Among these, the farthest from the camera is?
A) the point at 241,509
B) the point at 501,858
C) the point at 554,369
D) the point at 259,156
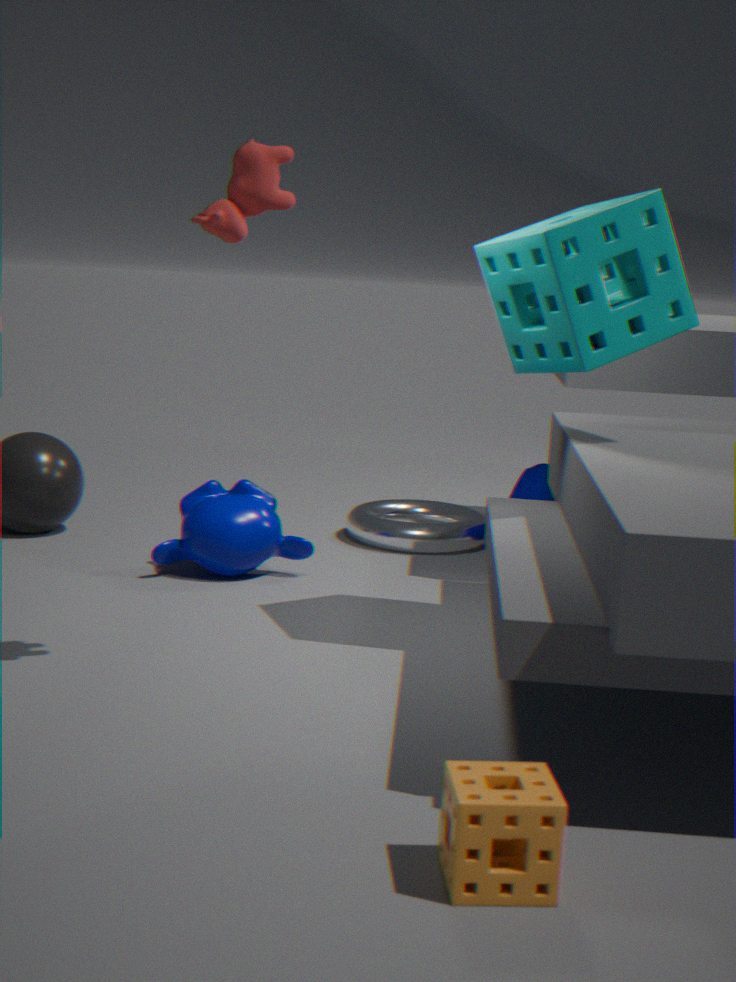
the point at 241,509
